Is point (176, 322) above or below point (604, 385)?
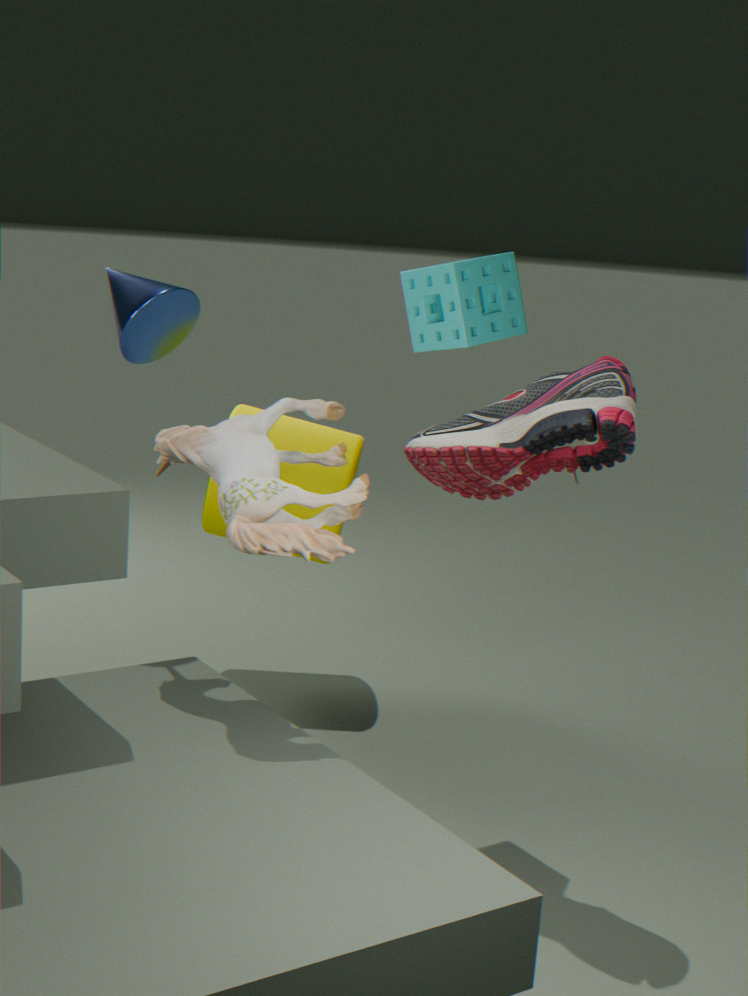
above
